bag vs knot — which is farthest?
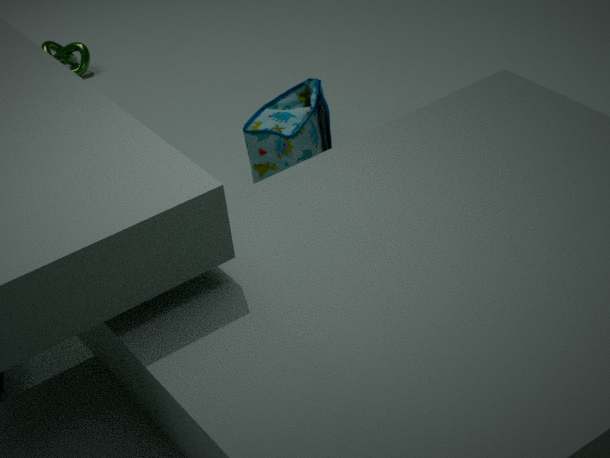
knot
